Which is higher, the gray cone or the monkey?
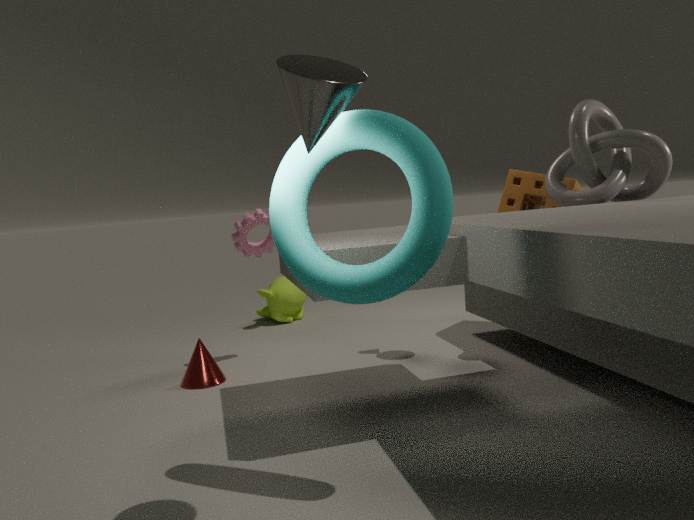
the gray cone
